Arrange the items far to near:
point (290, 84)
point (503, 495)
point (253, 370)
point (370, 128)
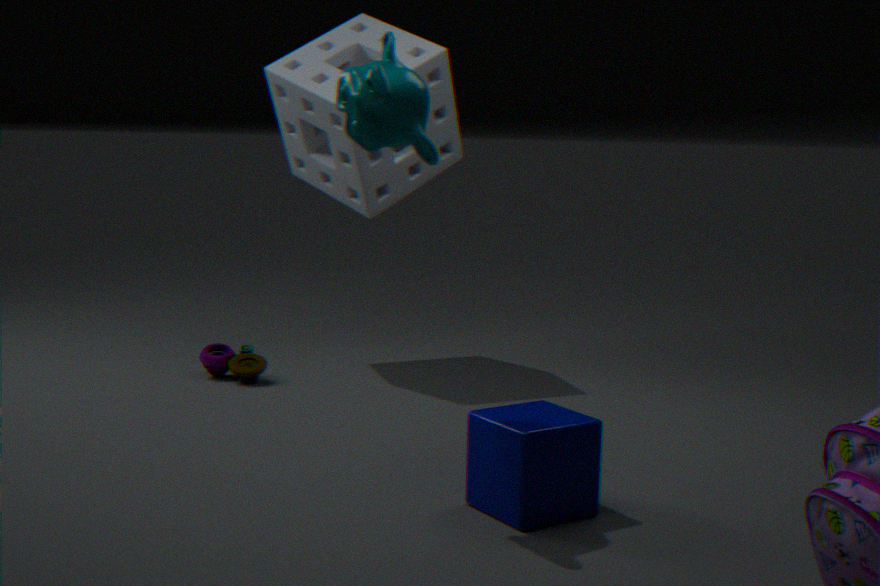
1. point (290, 84)
2. point (253, 370)
3. point (503, 495)
4. point (370, 128)
